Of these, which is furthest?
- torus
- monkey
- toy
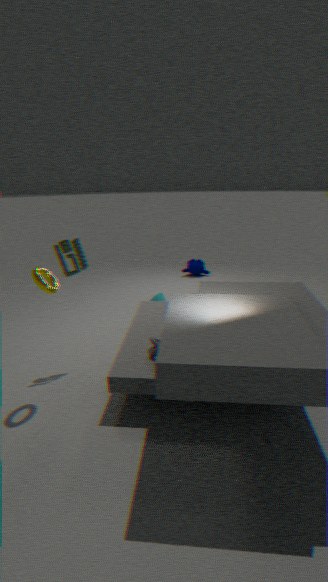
monkey
